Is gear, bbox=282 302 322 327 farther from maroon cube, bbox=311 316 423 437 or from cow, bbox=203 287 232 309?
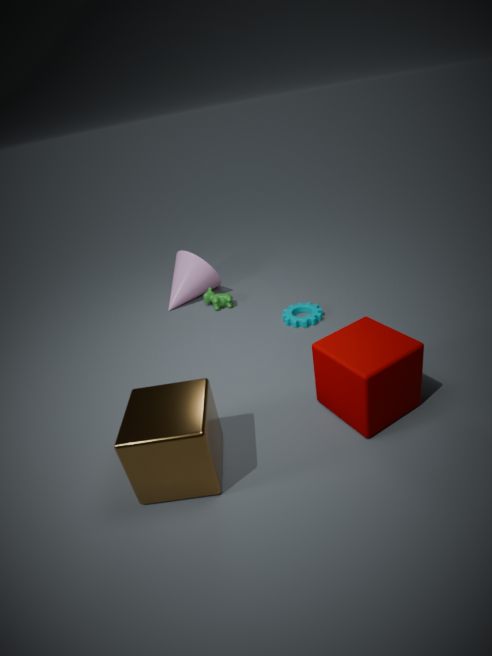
maroon cube, bbox=311 316 423 437
